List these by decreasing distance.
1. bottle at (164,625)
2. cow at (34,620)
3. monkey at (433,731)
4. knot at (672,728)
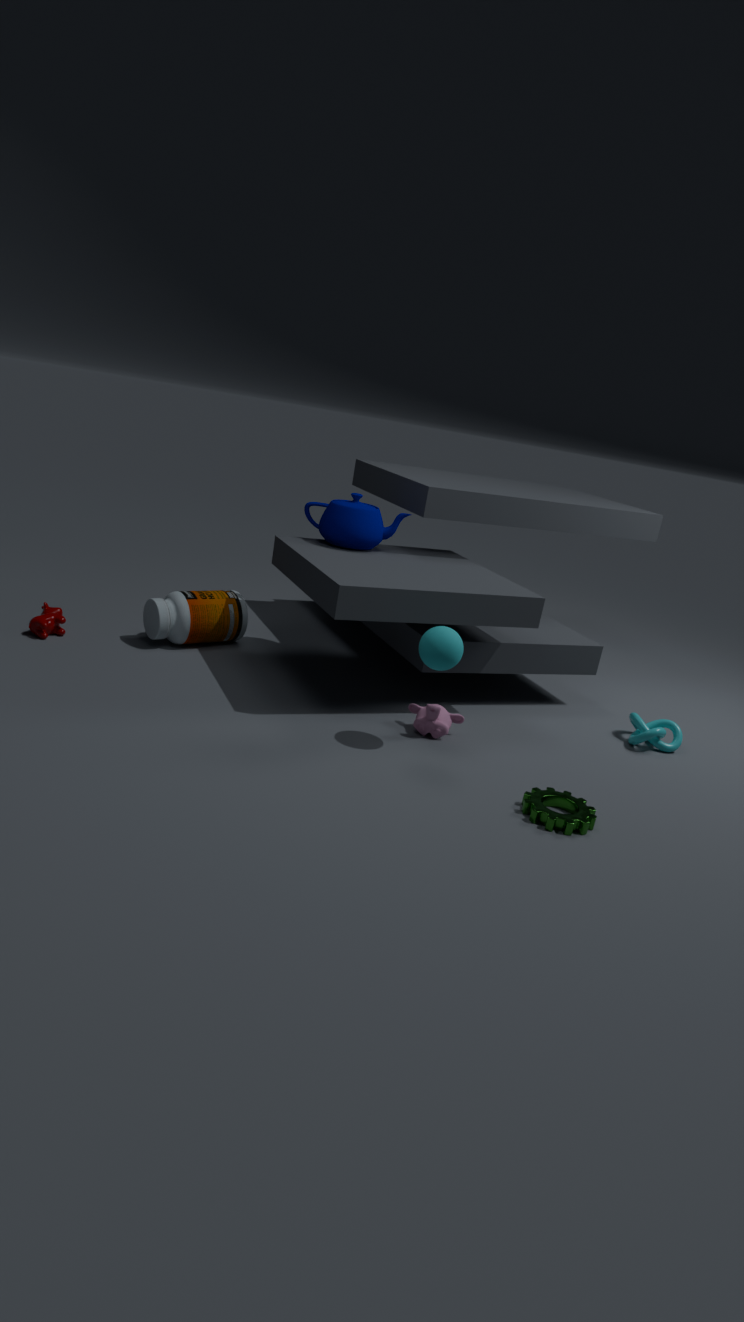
1. bottle at (164,625)
2. cow at (34,620)
3. knot at (672,728)
4. monkey at (433,731)
